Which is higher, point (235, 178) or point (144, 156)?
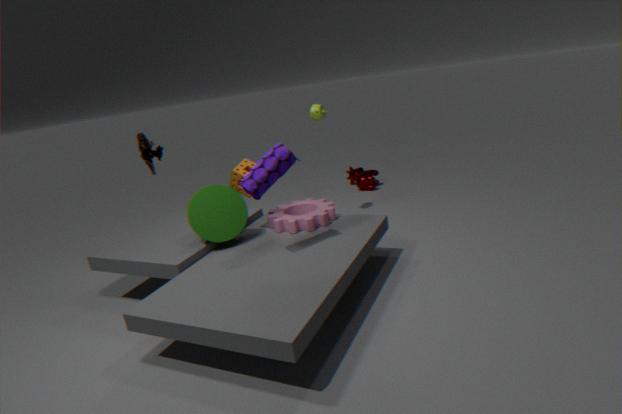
point (144, 156)
